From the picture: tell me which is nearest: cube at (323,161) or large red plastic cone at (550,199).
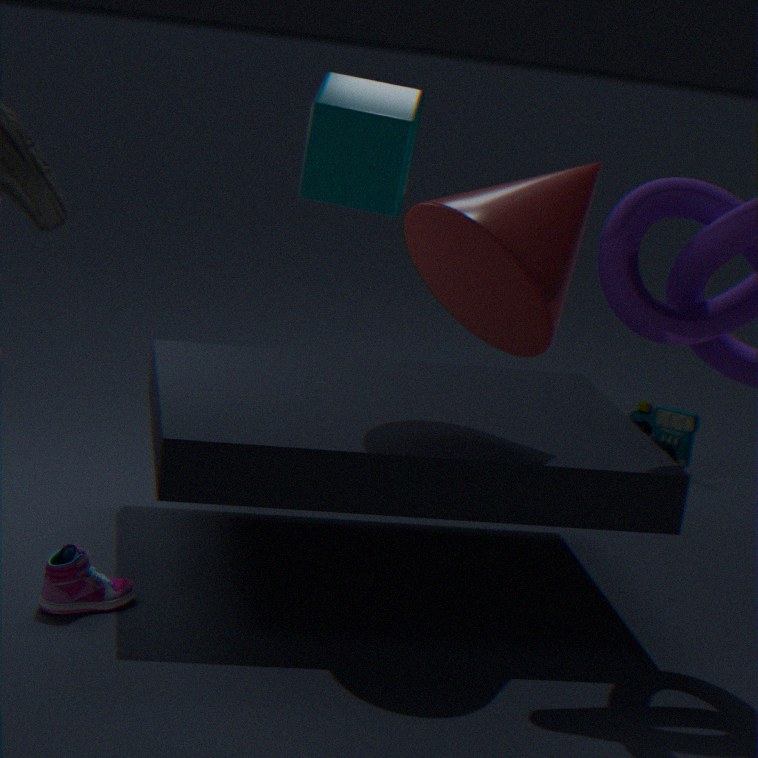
cube at (323,161)
